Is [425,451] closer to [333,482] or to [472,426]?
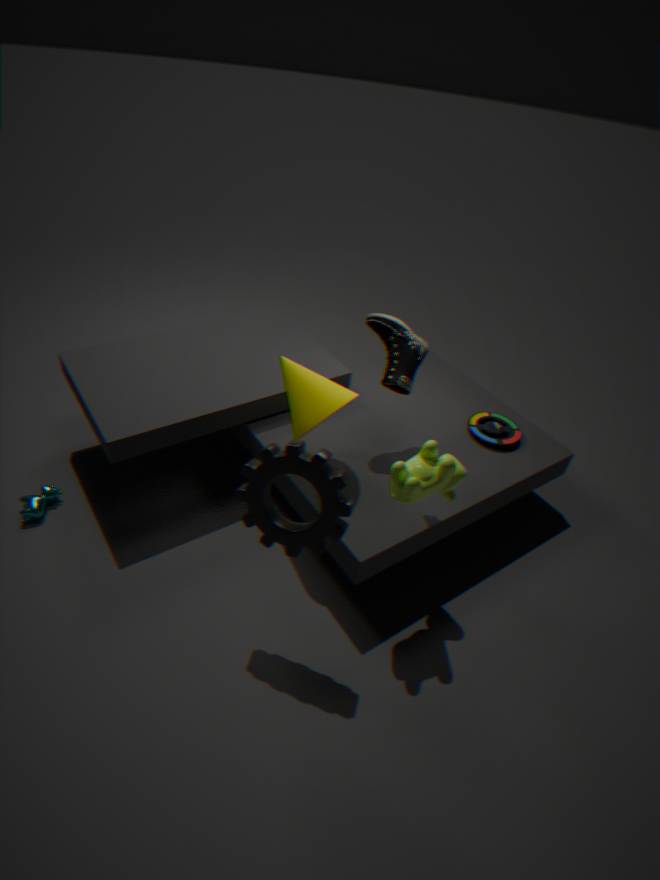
[333,482]
